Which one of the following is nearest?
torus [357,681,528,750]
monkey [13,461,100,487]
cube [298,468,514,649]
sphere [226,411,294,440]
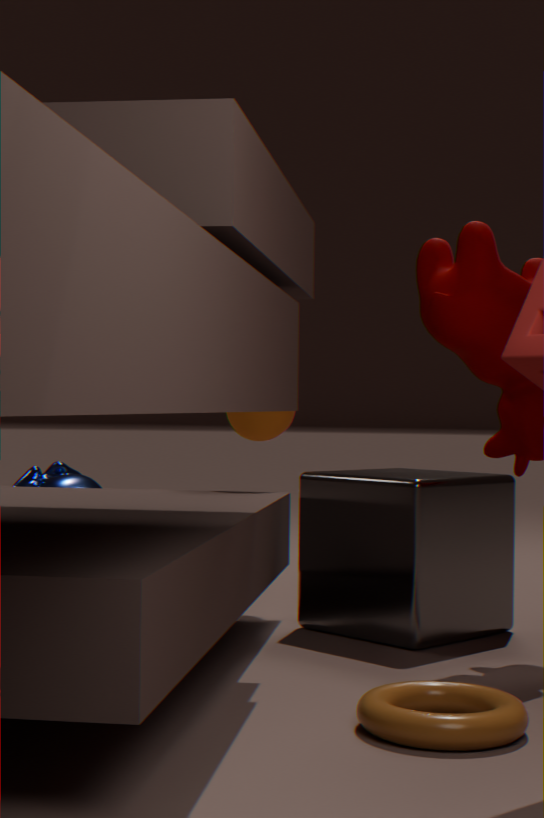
torus [357,681,528,750]
